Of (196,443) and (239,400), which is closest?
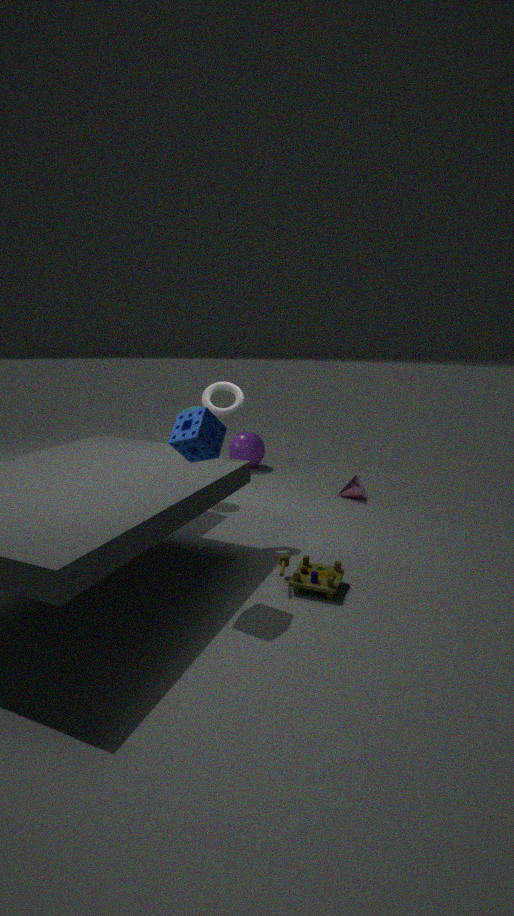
(196,443)
